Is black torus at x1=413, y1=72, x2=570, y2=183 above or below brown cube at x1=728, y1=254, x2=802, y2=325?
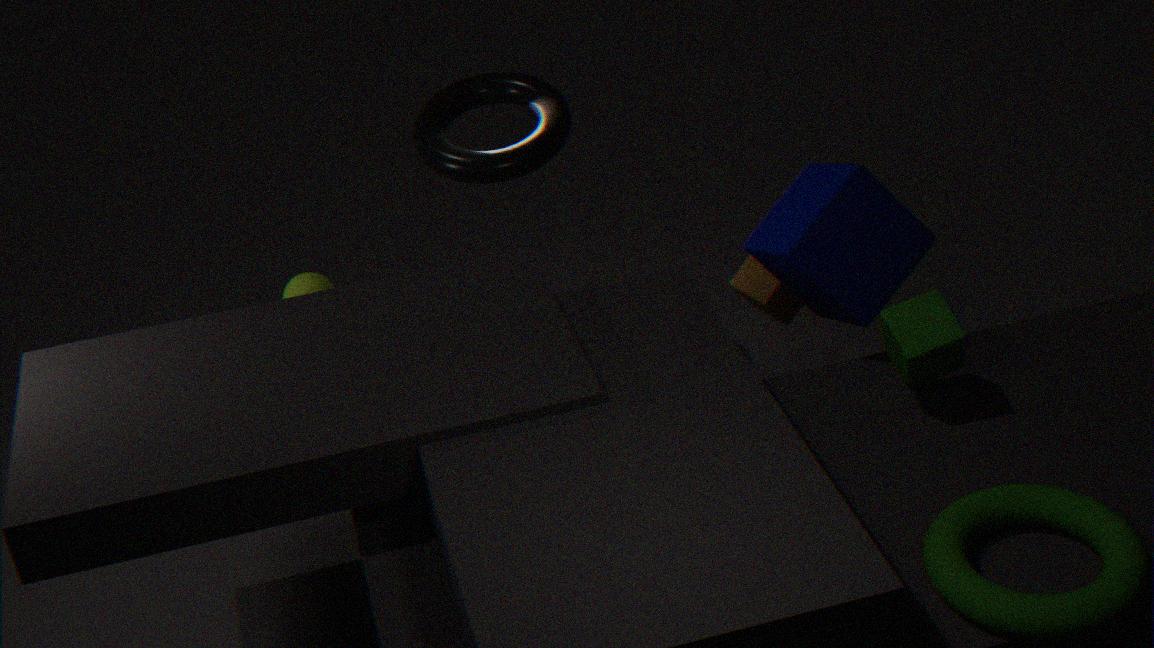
above
